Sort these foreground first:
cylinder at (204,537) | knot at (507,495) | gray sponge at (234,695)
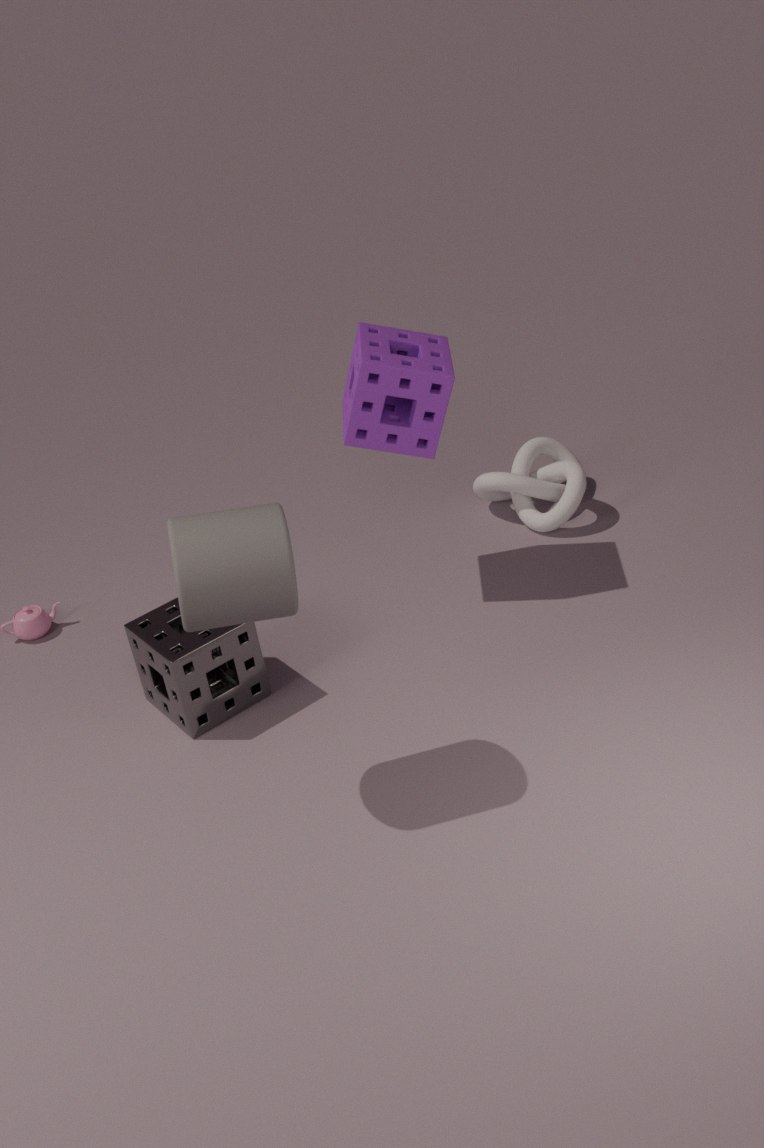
1. cylinder at (204,537)
2. gray sponge at (234,695)
3. knot at (507,495)
